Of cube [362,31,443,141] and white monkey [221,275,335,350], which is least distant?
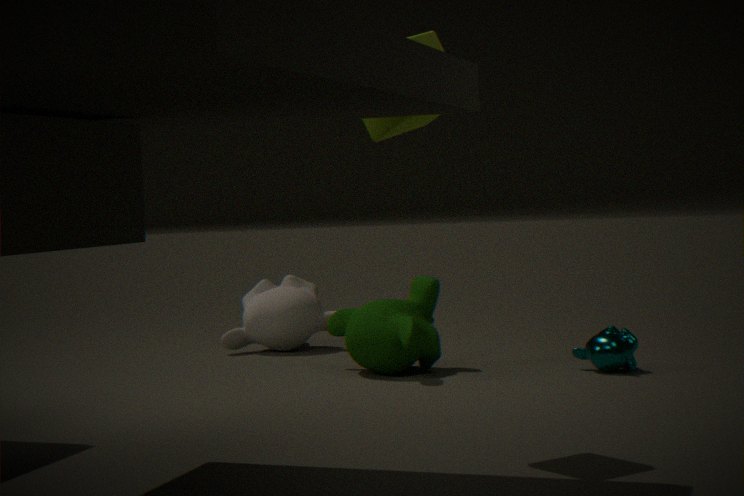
cube [362,31,443,141]
